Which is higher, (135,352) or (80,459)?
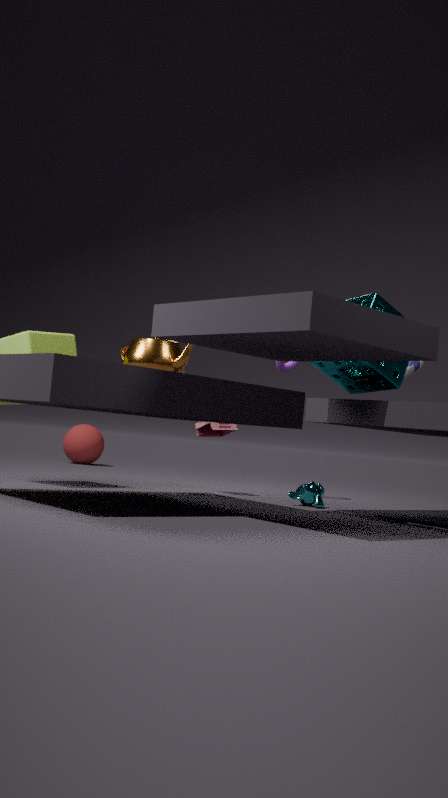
(135,352)
